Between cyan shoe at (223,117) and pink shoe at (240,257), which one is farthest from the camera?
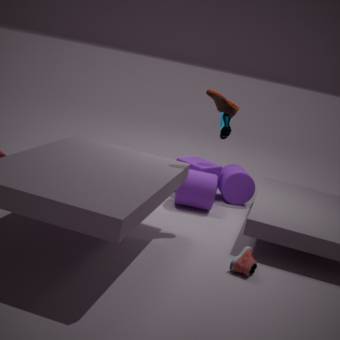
cyan shoe at (223,117)
